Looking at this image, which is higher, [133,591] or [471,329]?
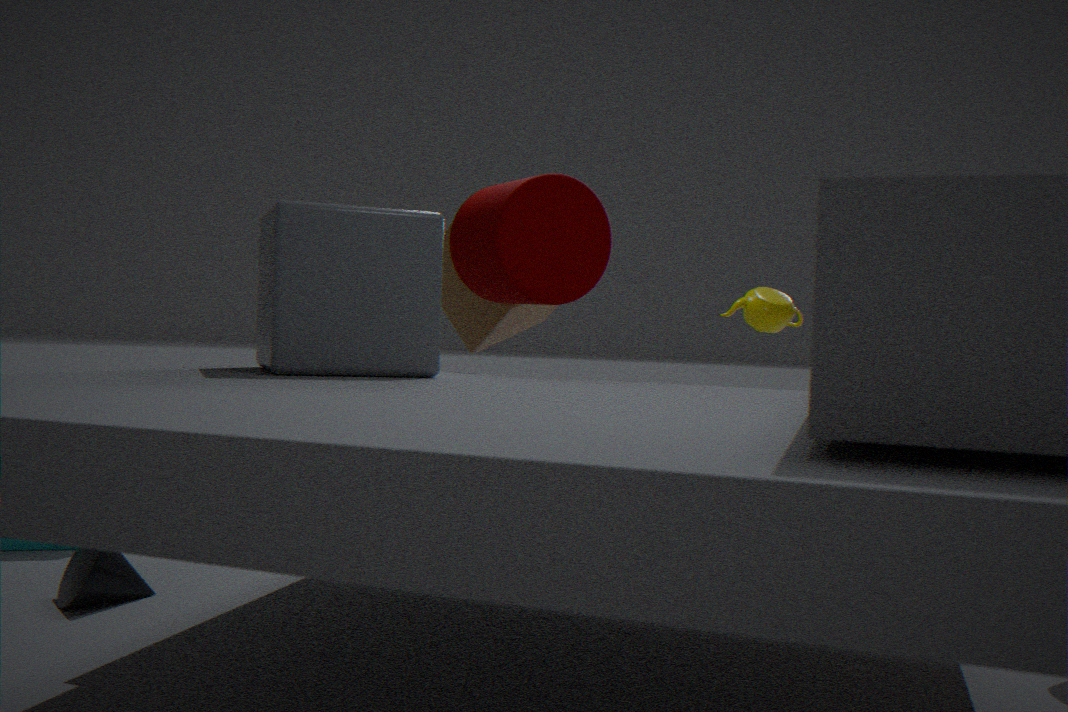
[471,329]
